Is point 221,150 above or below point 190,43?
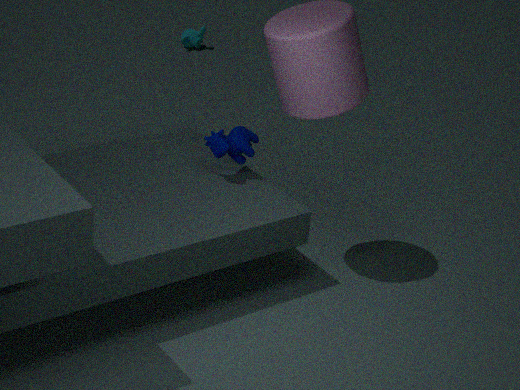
above
